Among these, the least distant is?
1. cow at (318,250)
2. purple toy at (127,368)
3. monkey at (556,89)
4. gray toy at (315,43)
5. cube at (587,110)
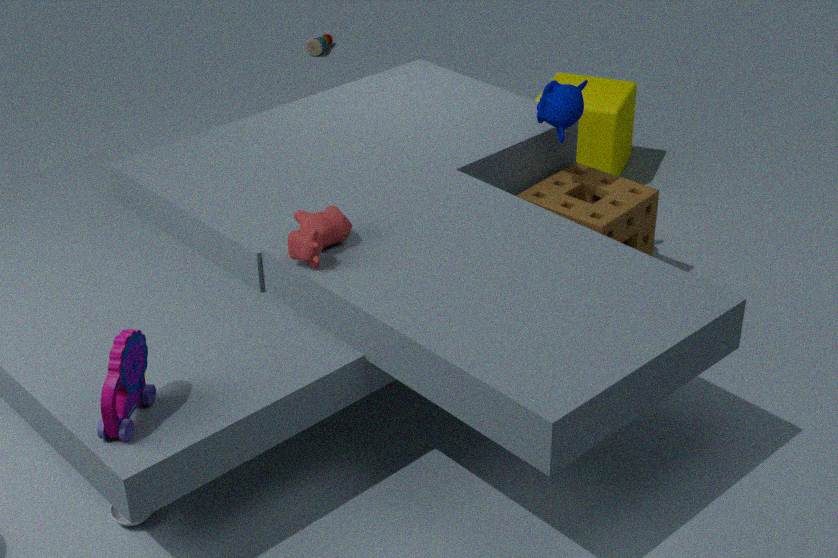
purple toy at (127,368)
